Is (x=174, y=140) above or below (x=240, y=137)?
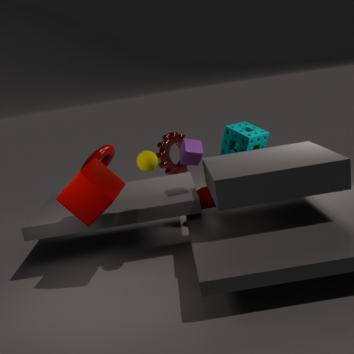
below
